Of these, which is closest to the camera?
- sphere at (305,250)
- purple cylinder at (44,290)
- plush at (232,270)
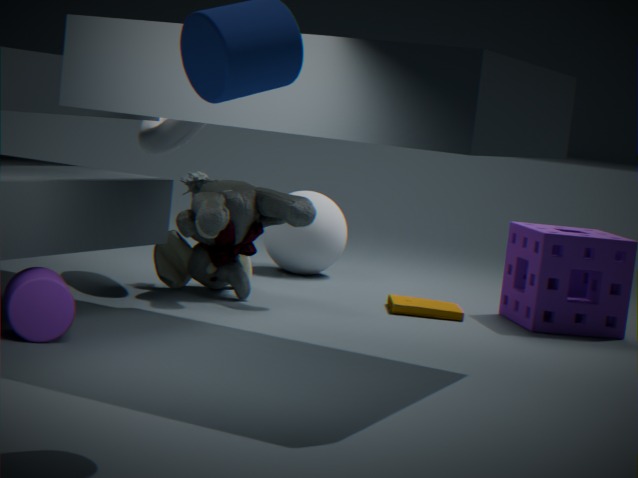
purple cylinder at (44,290)
